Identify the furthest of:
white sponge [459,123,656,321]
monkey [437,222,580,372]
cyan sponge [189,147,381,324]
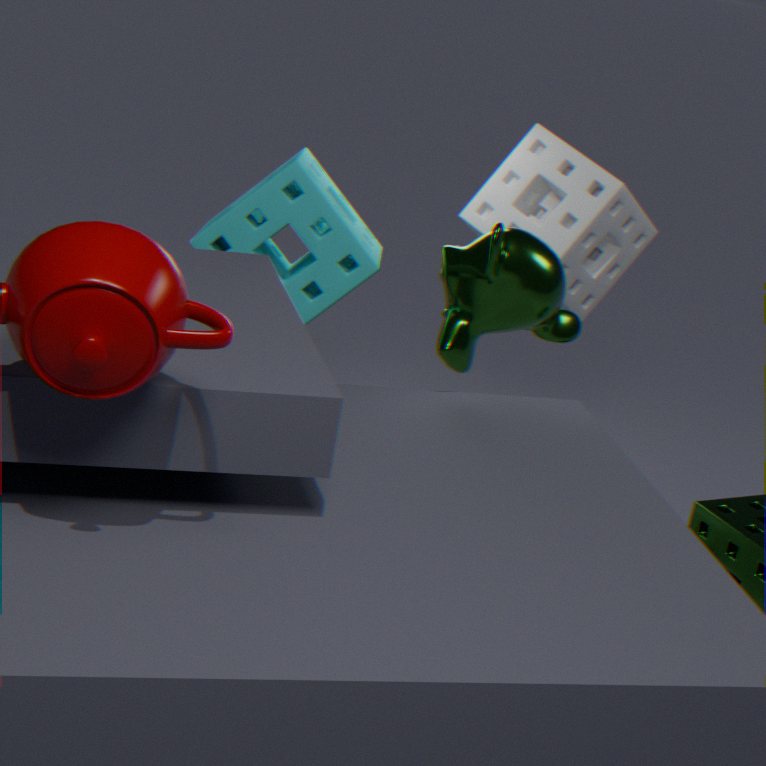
white sponge [459,123,656,321]
